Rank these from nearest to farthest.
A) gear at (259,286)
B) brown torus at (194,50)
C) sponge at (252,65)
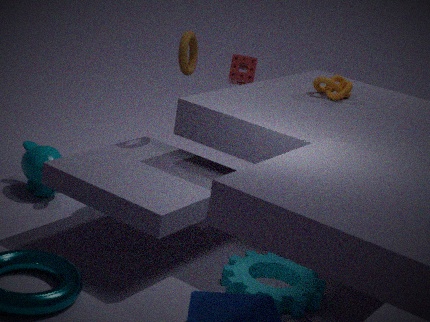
gear at (259,286) < brown torus at (194,50) < sponge at (252,65)
